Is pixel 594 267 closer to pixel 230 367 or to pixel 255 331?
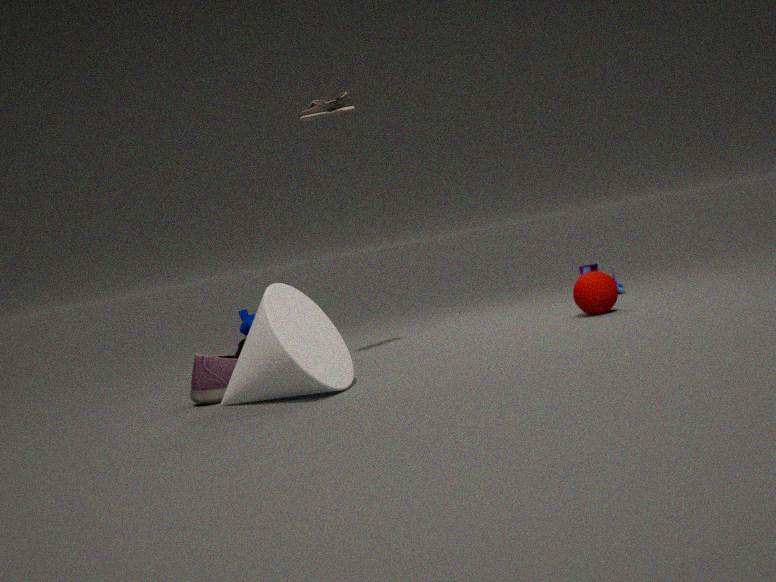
pixel 230 367
